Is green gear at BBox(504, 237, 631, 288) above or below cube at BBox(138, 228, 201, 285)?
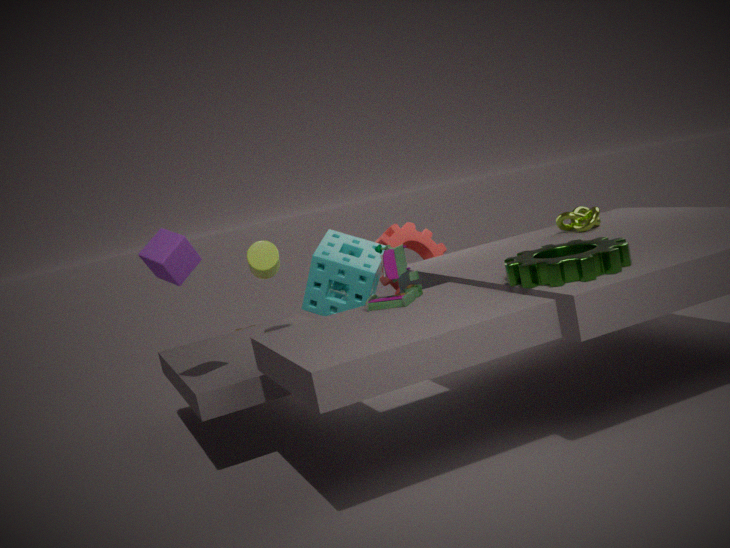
below
